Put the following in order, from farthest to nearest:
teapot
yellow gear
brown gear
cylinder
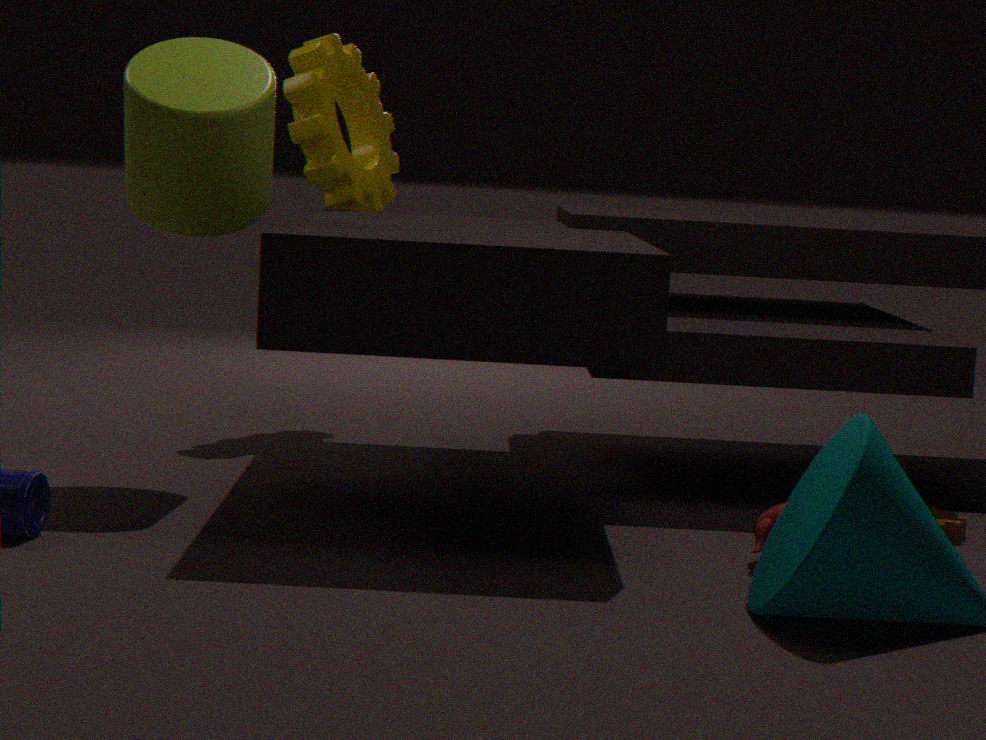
yellow gear < cylinder < brown gear < teapot
